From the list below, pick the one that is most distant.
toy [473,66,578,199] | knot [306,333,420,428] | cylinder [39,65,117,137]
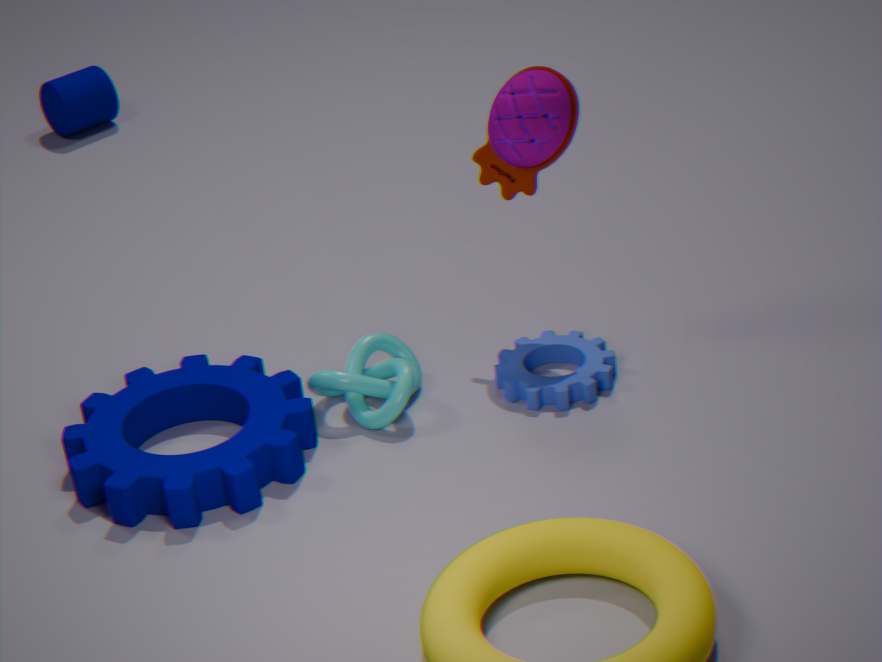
cylinder [39,65,117,137]
